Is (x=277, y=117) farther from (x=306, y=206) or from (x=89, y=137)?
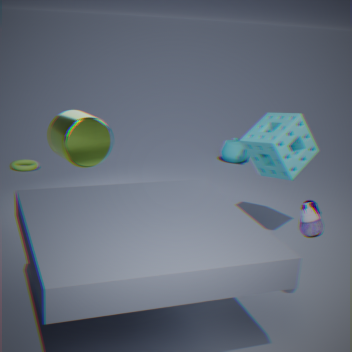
(x=89, y=137)
